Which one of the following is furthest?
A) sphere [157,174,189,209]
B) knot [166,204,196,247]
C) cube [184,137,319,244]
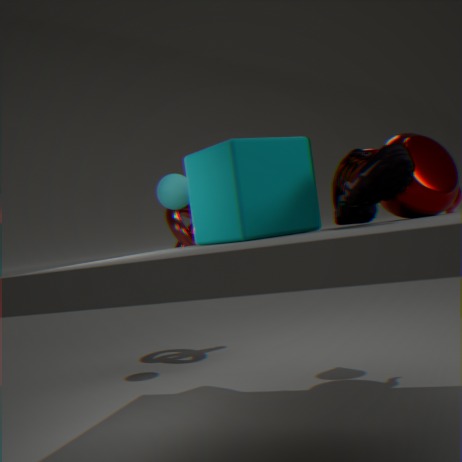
knot [166,204,196,247]
